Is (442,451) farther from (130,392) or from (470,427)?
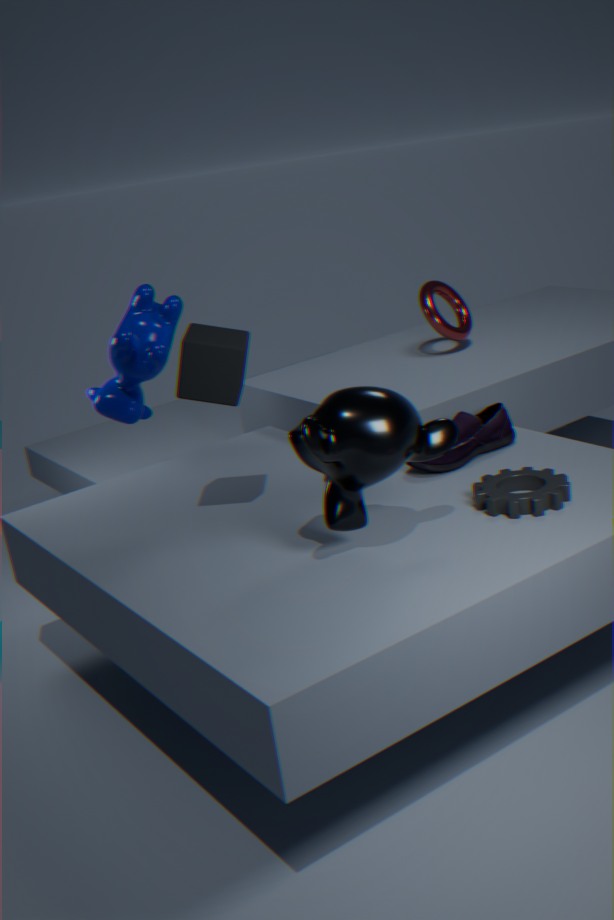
(130,392)
